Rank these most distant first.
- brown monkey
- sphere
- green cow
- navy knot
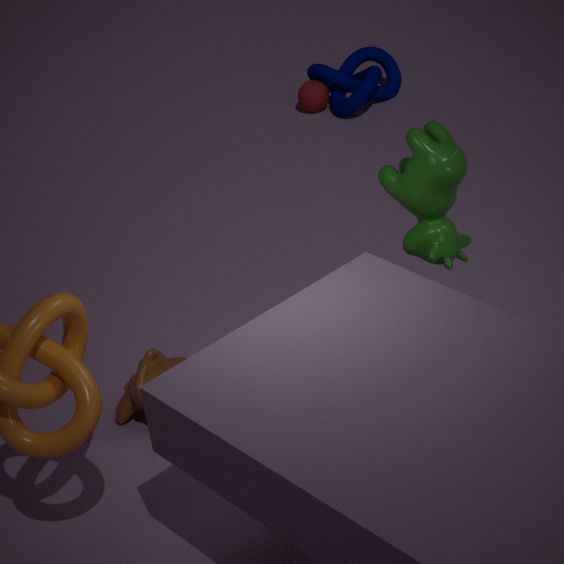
1. sphere
2. navy knot
3. brown monkey
4. green cow
